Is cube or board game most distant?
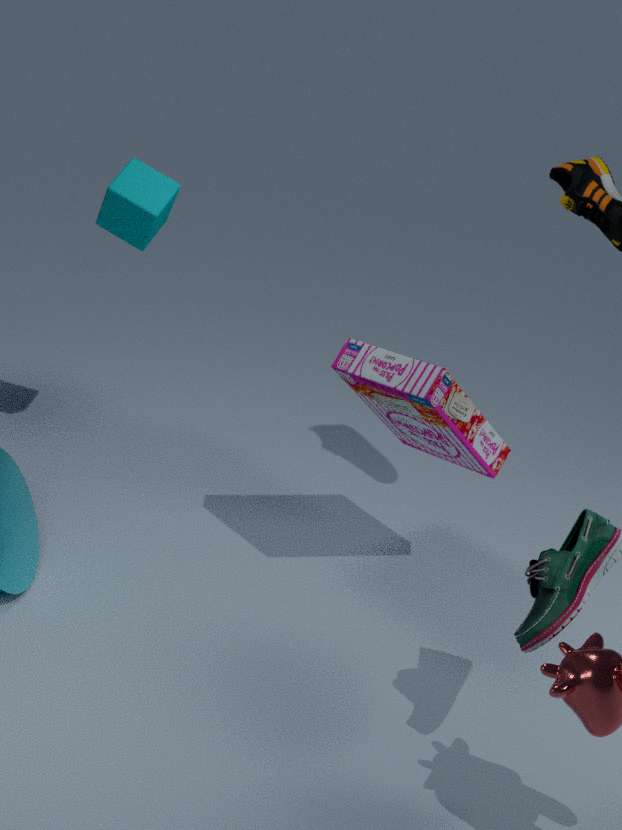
cube
